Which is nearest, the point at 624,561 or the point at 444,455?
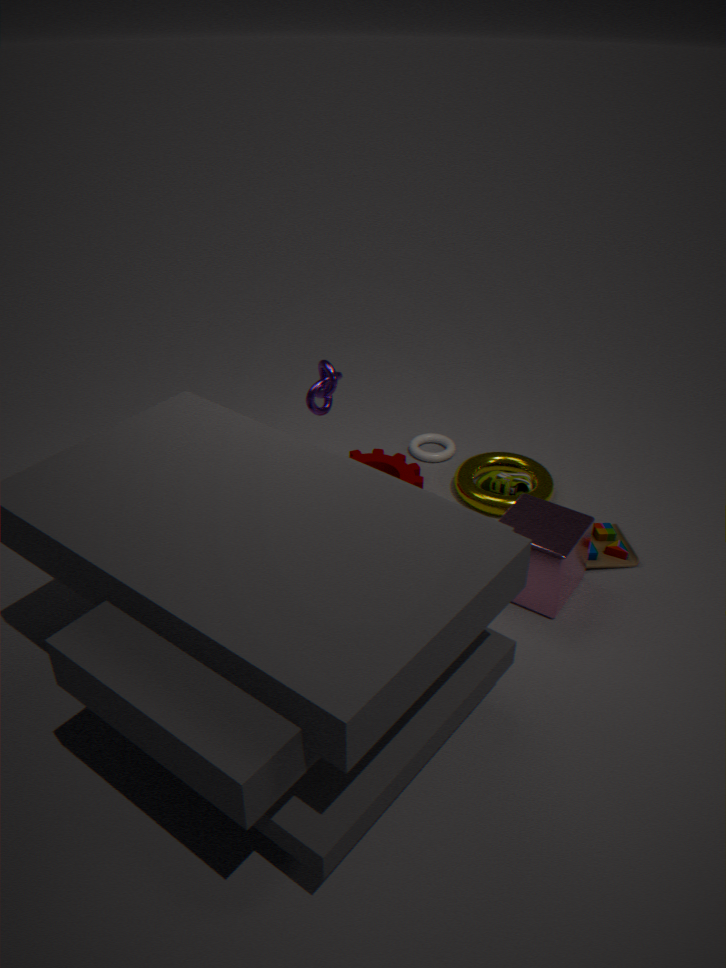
the point at 624,561
